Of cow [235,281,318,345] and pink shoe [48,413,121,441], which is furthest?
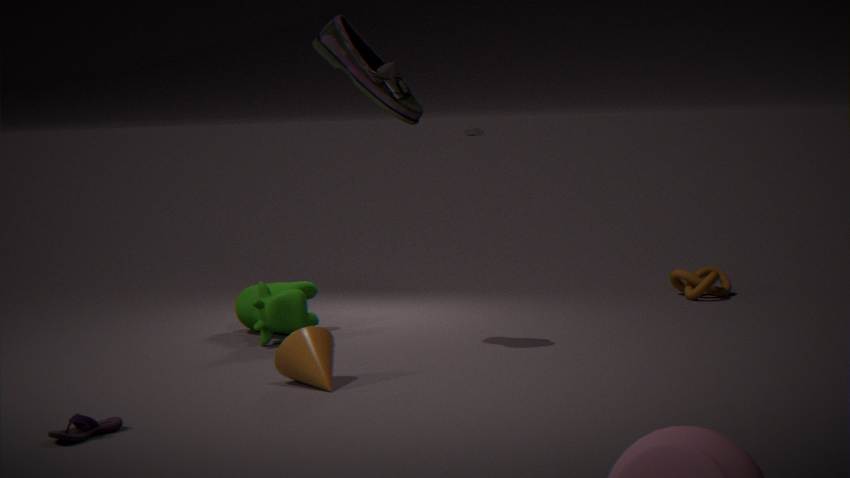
cow [235,281,318,345]
